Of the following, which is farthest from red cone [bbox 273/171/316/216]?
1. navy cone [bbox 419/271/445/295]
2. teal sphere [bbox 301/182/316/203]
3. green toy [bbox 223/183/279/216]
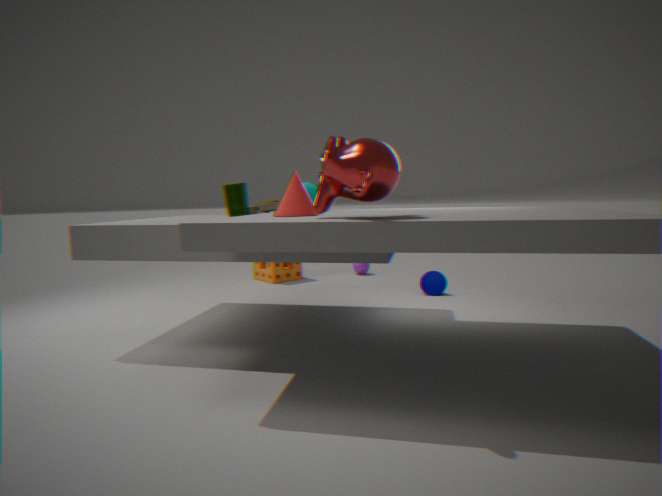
navy cone [bbox 419/271/445/295]
